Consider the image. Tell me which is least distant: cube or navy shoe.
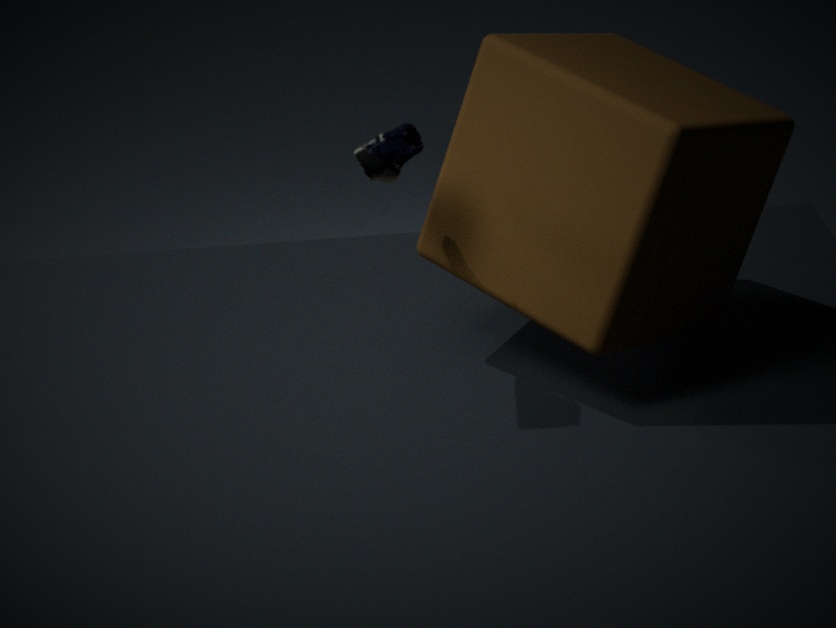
navy shoe
